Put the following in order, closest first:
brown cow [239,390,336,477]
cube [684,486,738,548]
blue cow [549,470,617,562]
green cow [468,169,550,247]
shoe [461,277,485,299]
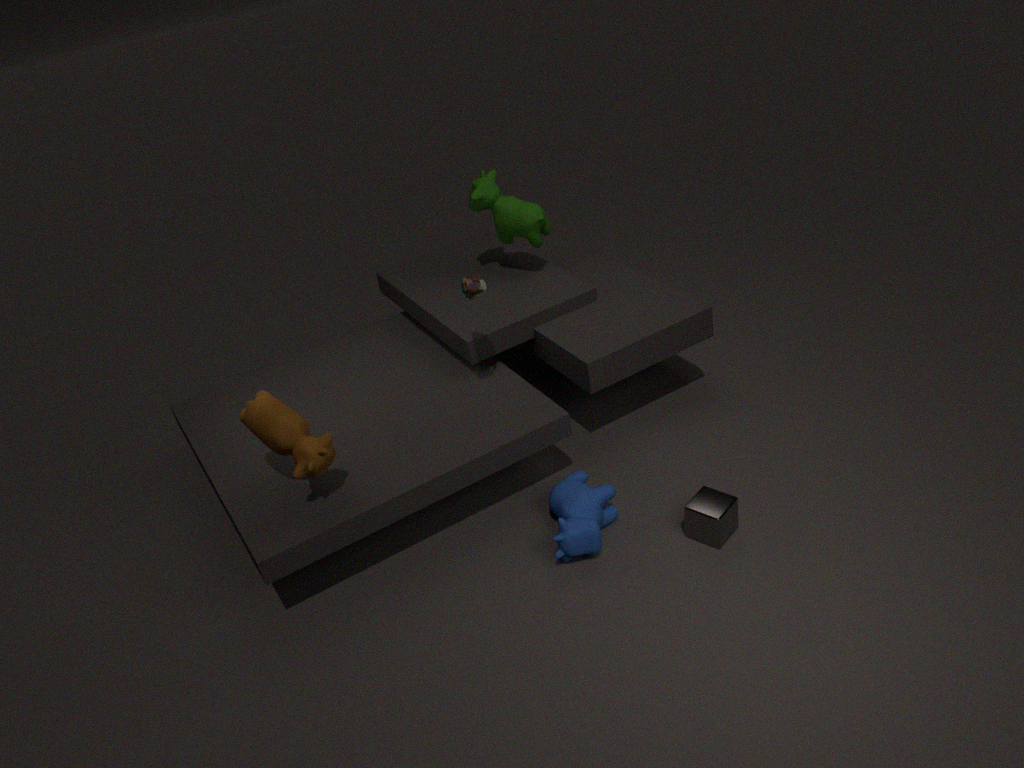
brown cow [239,390,336,477], cube [684,486,738,548], blue cow [549,470,617,562], shoe [461,277,485,299], green cow [468,169,550,247]
